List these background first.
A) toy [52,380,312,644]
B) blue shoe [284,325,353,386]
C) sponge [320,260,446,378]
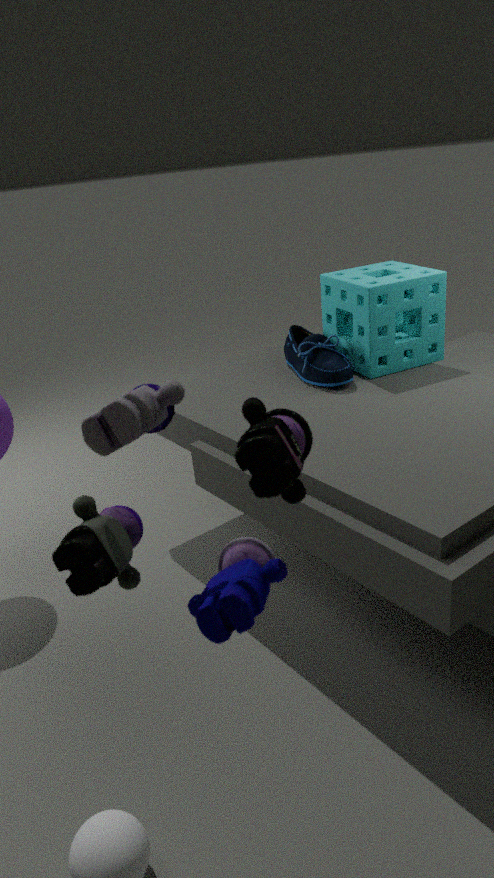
1. sponge [320,260,446,378]
2. blue shoe [284,325,353,386]
3. toy [52,380,312,644]
